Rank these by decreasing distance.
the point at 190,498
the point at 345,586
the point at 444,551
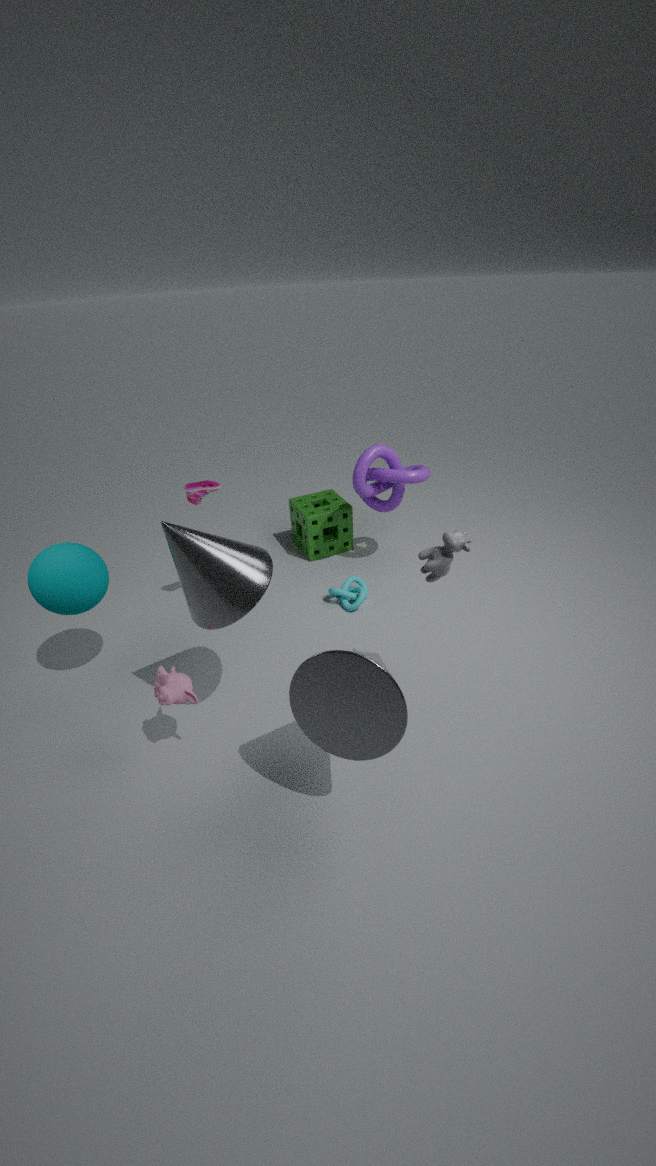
the point at 345,586
the point at 190,498
the point at 444,551
